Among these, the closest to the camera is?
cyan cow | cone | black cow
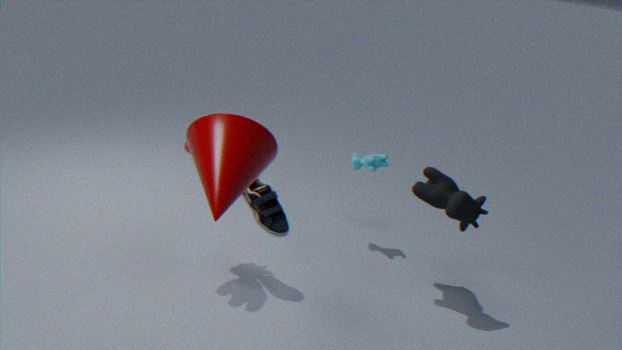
cone
